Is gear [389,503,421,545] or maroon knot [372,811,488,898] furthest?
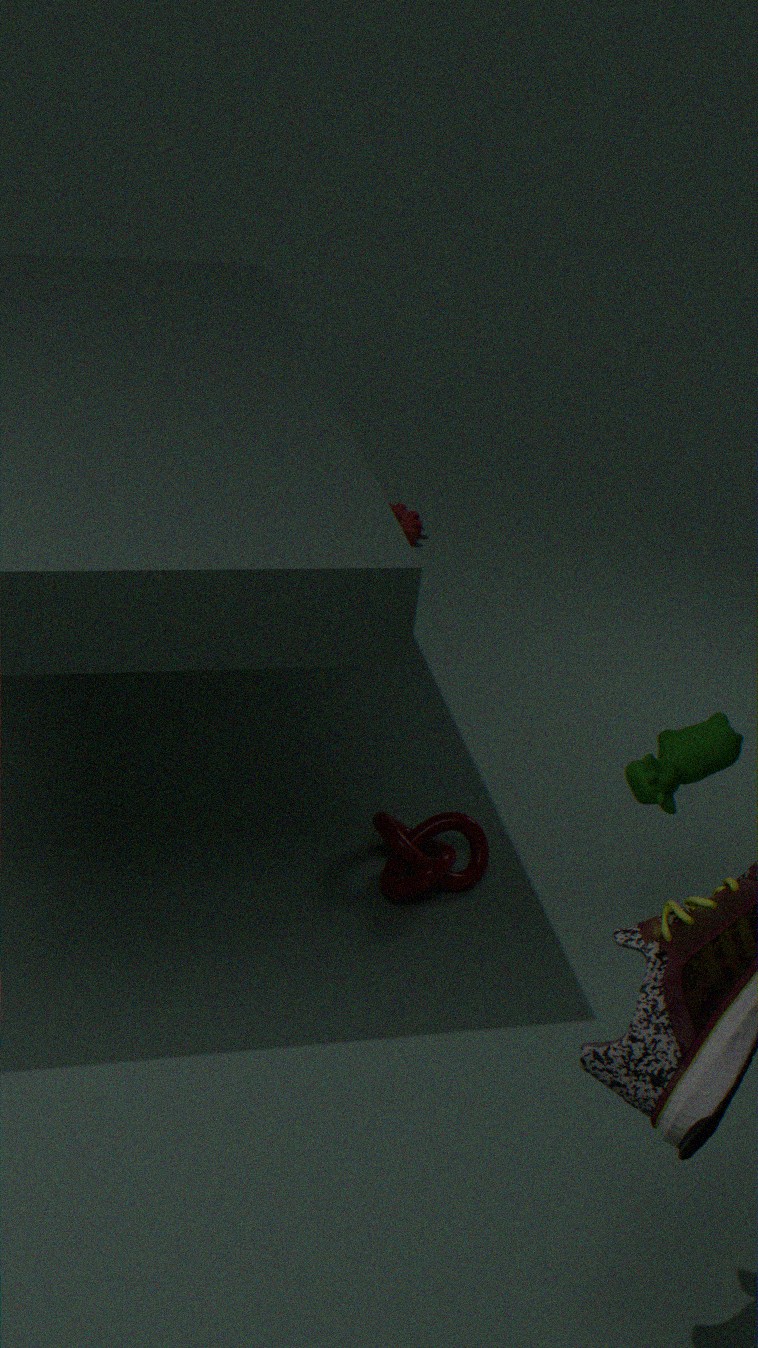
gear [389,503,421,545]
